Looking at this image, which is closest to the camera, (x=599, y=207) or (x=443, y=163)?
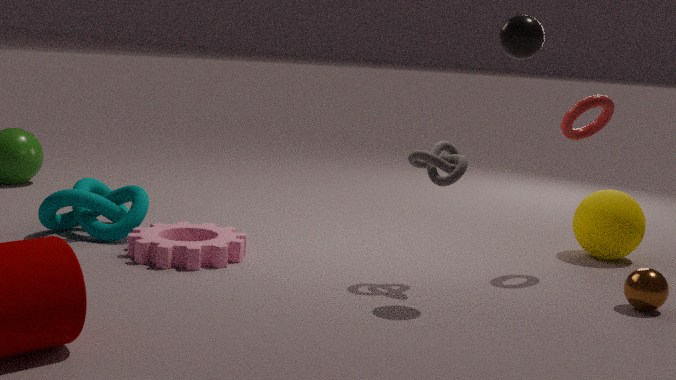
(x=443, y=163)
